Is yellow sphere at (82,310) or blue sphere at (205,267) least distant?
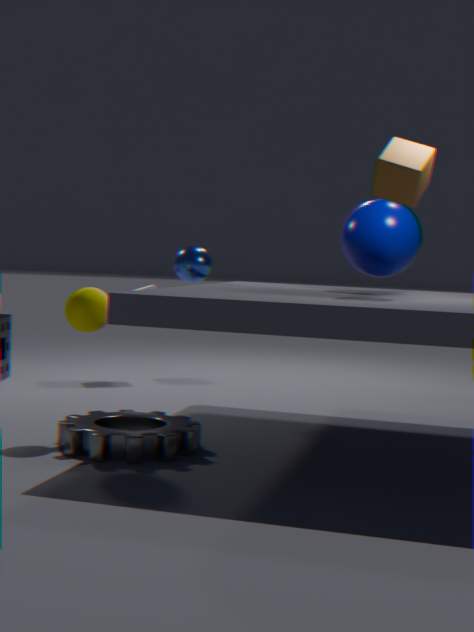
yellow sphere at (82,310)
